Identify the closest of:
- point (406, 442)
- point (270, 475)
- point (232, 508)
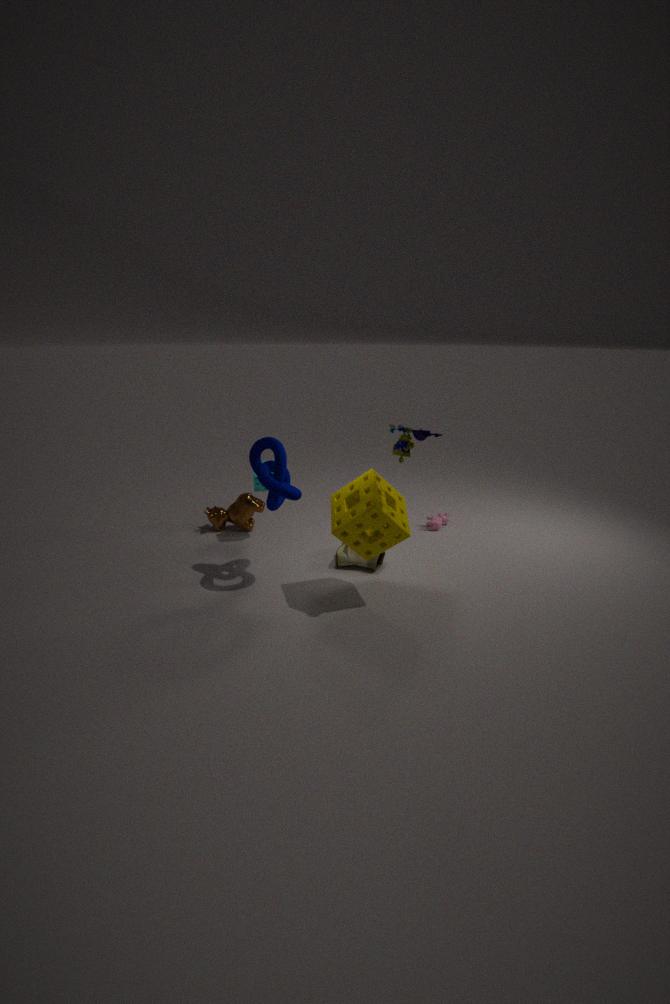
point (406, 442)
